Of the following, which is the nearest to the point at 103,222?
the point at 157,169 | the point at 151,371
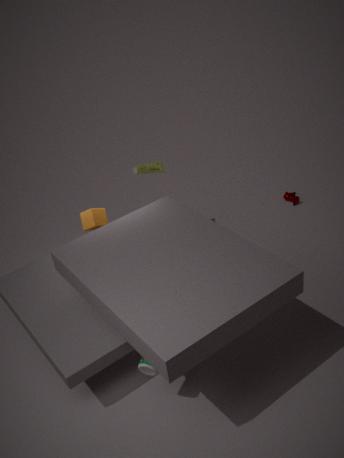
the point at 157,169
